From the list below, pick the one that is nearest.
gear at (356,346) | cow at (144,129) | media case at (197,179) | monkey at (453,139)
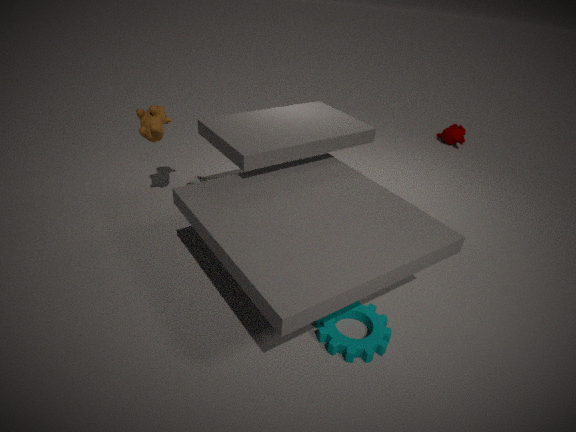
gear at (356,346)
